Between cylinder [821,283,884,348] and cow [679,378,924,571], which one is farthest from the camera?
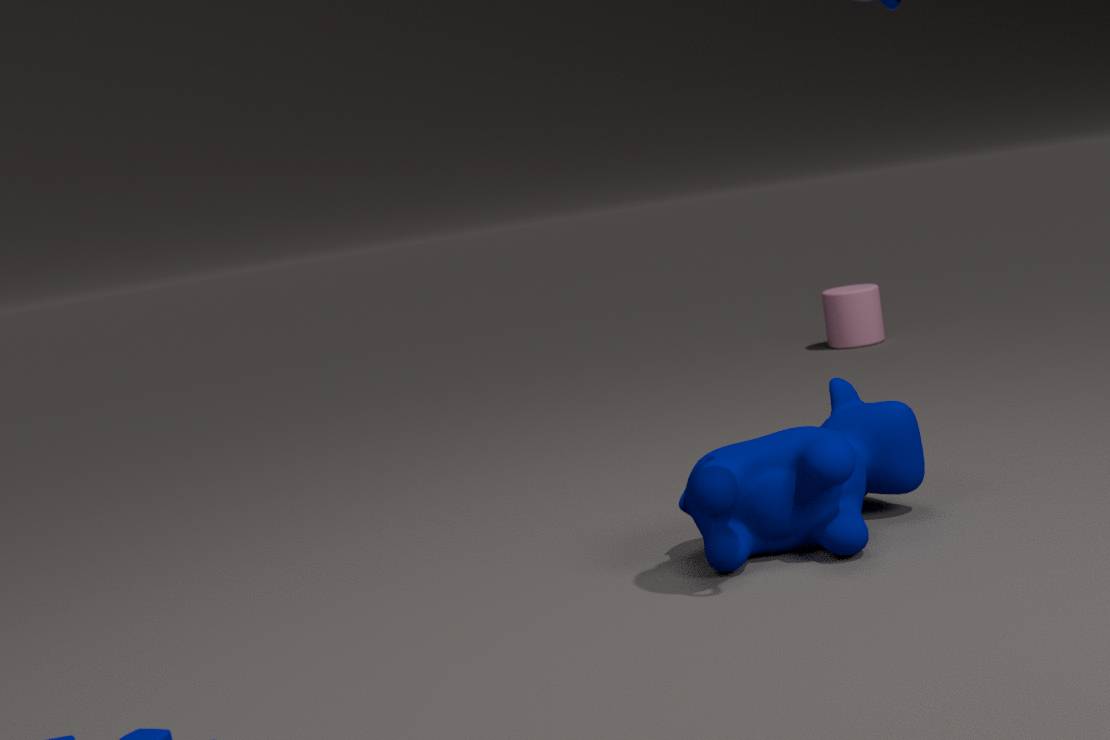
cylinder [821,283,884,348]
